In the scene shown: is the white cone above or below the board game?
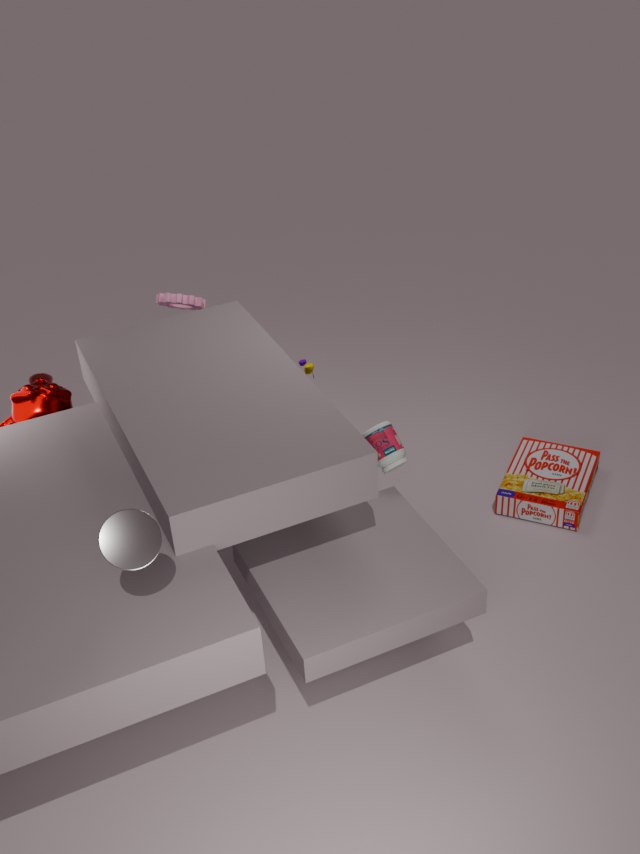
above
